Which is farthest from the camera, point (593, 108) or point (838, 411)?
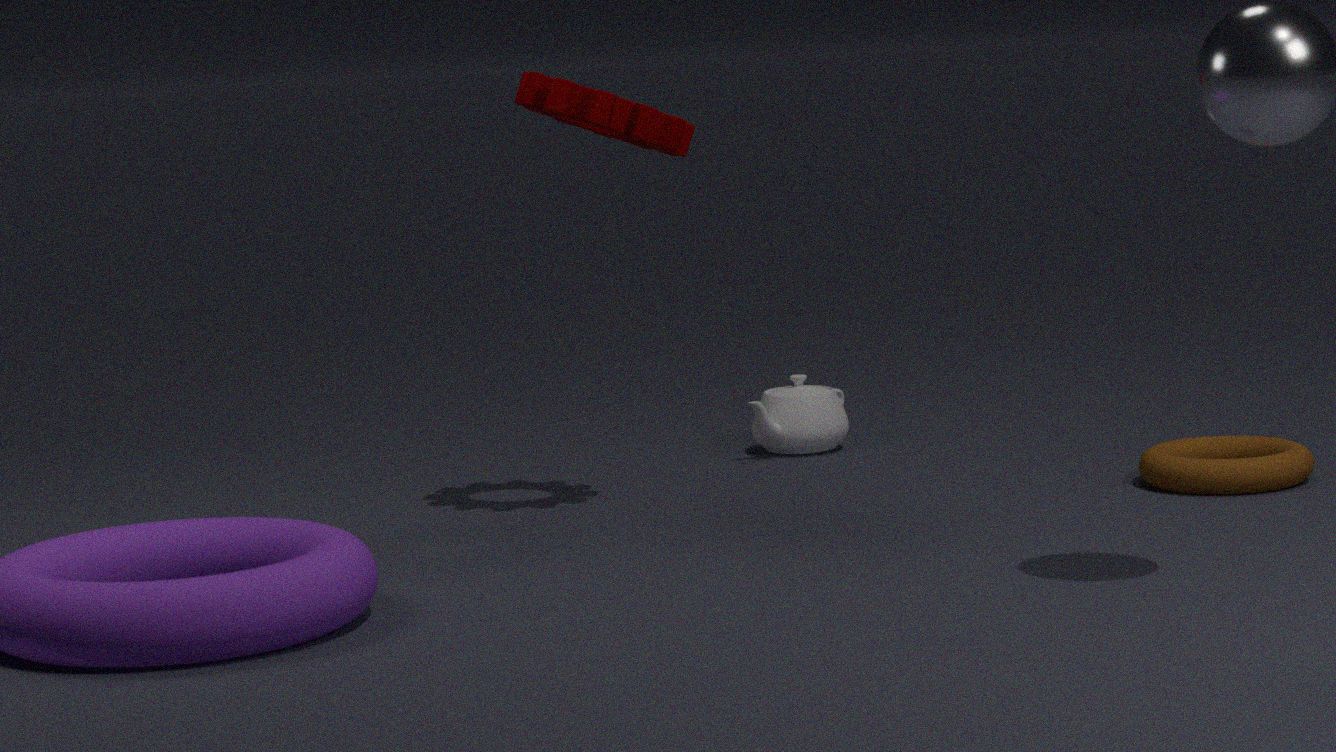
point (838, 411)
